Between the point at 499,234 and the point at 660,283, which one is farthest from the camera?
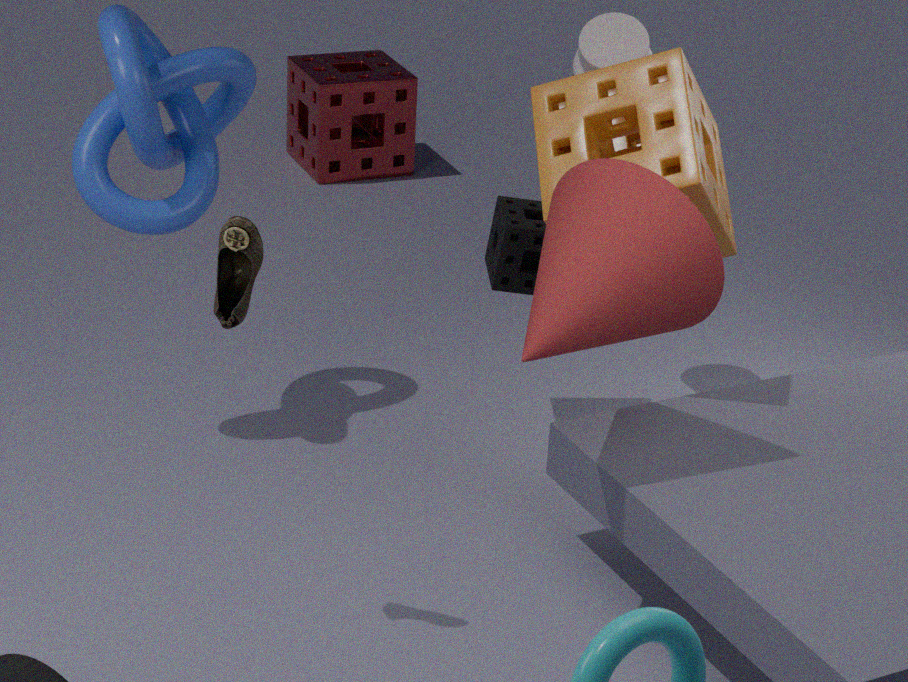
the point at 499,234
